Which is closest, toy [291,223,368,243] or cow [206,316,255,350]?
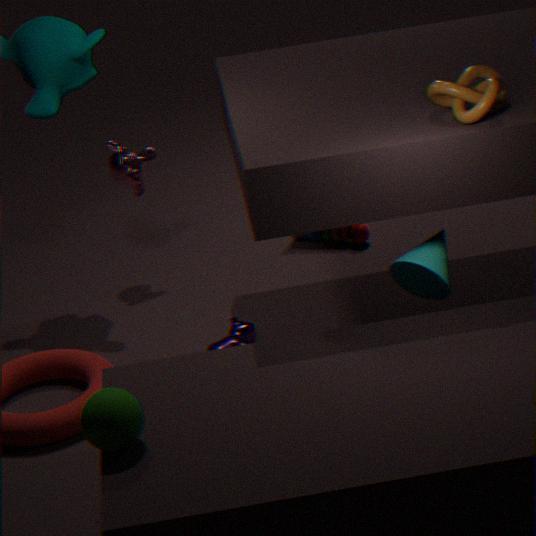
cow [206,316,255,350]
